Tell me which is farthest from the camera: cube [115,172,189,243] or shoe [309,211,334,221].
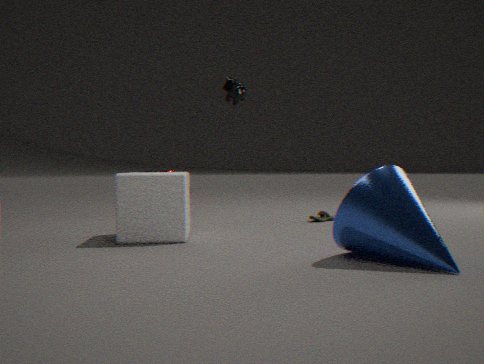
shoe [309,211,334,221]
